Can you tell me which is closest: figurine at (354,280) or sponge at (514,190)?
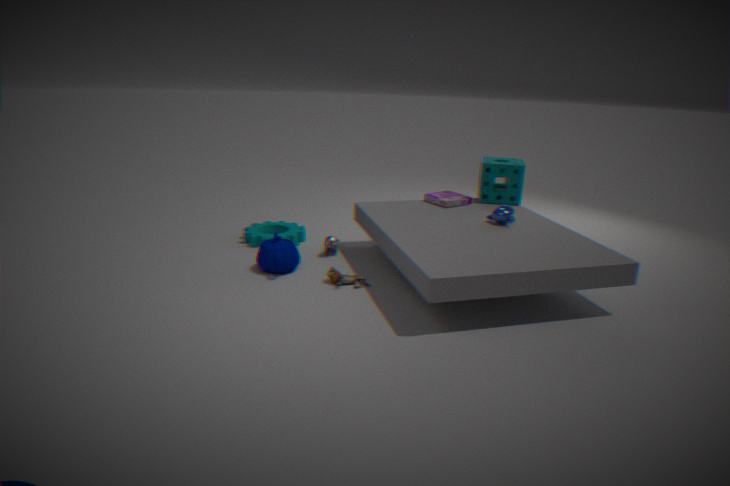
figurine at (354,280)
